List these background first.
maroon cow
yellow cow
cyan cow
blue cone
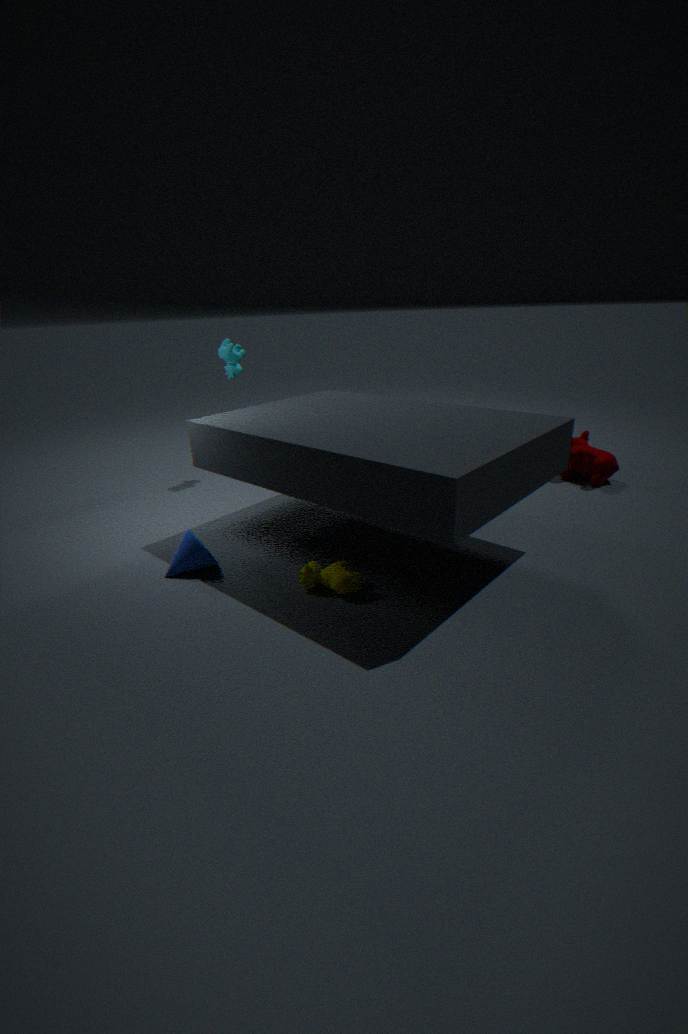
cyan cow, maroon cow, blue cone, yellow cow
